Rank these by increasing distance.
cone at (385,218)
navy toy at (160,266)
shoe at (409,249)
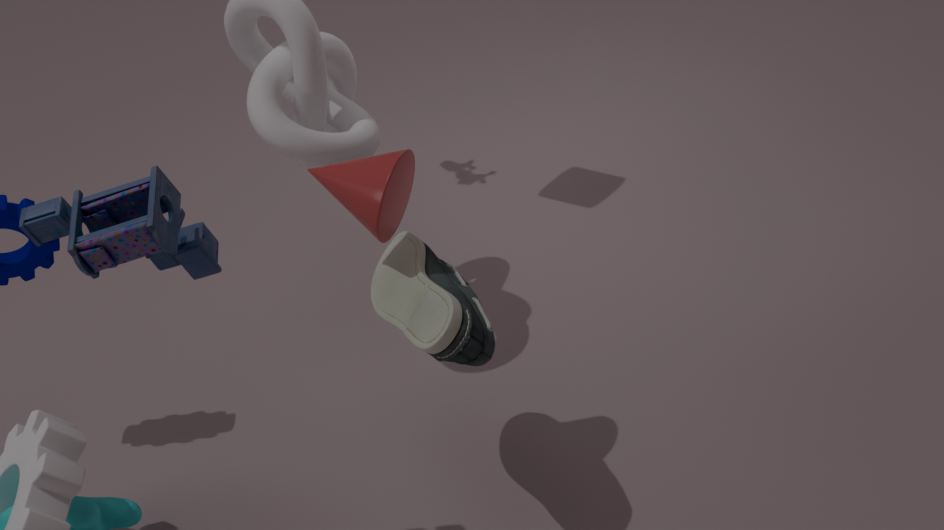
navy toy at (160,266) → shoe at (409,249) → cone at (385,218)
